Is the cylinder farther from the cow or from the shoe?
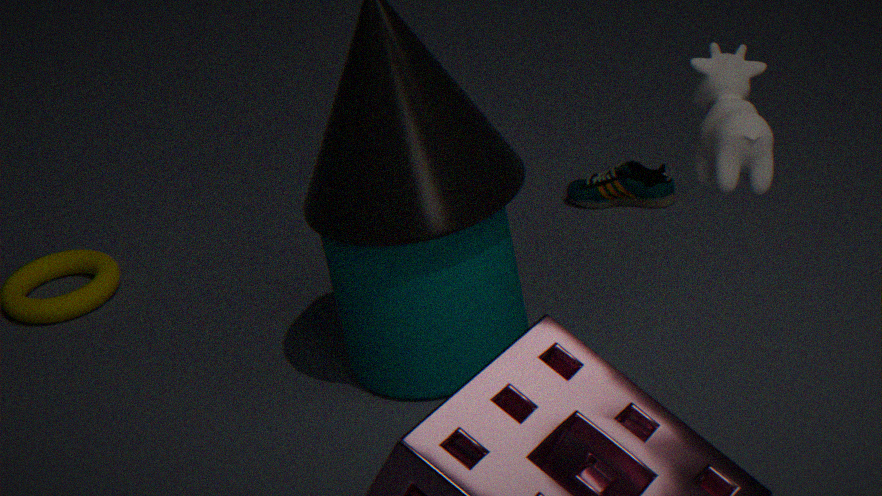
the cow
